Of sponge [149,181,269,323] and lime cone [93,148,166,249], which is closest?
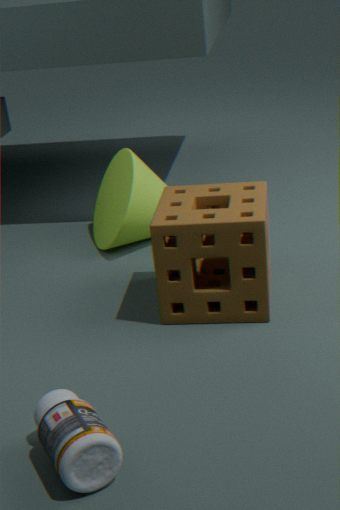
sponge [149,181,269,323]
